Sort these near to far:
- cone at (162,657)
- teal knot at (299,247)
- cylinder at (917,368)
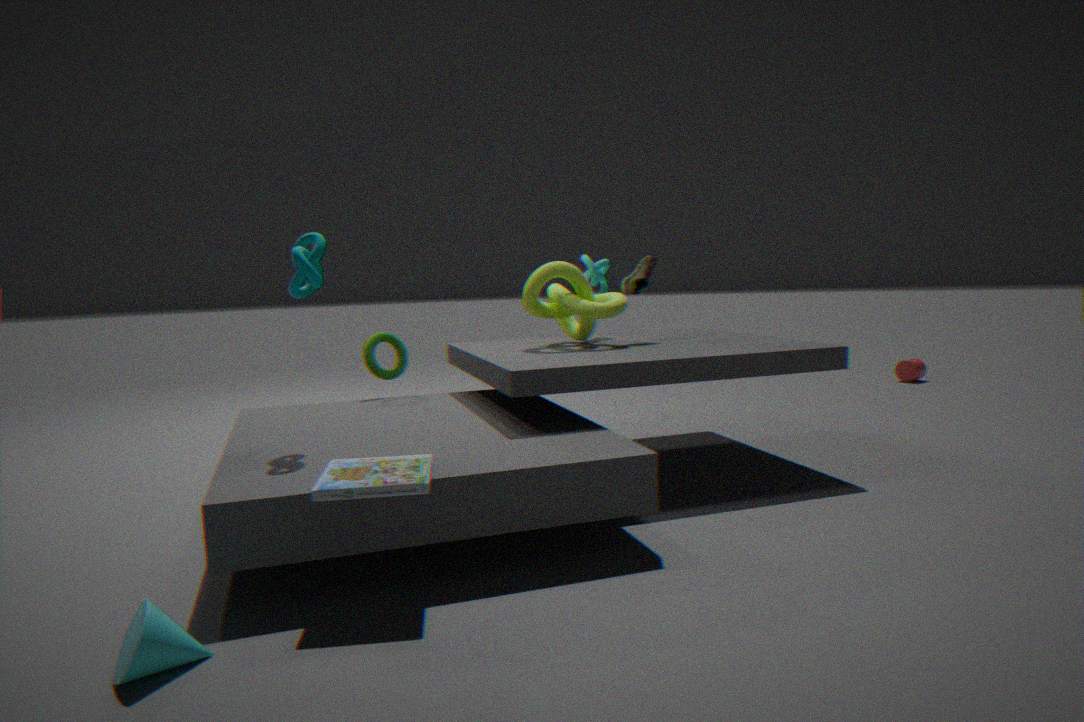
1. cone at (162,657)
2. teal knot at (299,247)
3. cylinder at (917,368)
